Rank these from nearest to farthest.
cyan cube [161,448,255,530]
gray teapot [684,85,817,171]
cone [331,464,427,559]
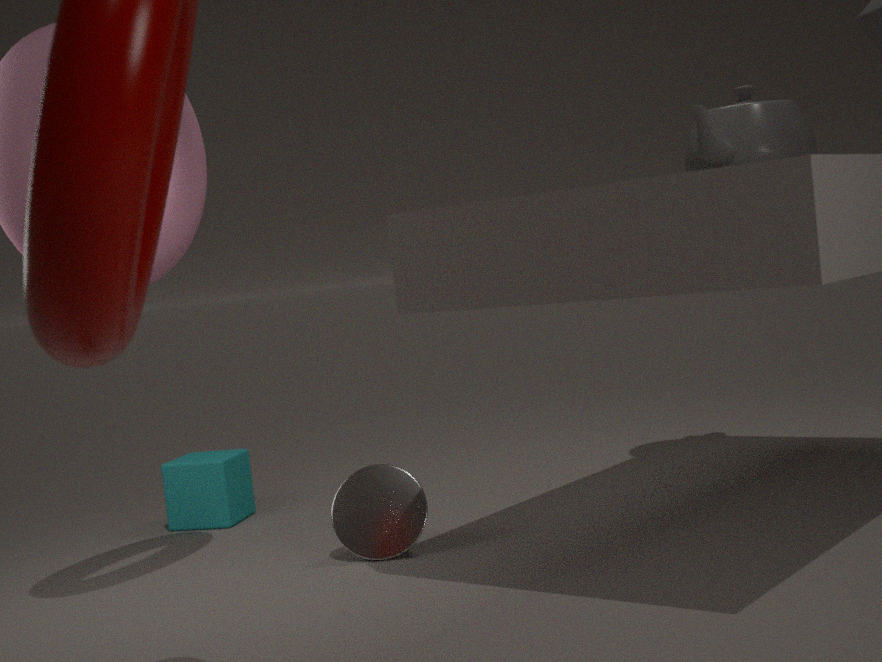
cone [331,464,427,559]
gray teapot [684,85,817,171]
cyan cube [161,448,255,530]
